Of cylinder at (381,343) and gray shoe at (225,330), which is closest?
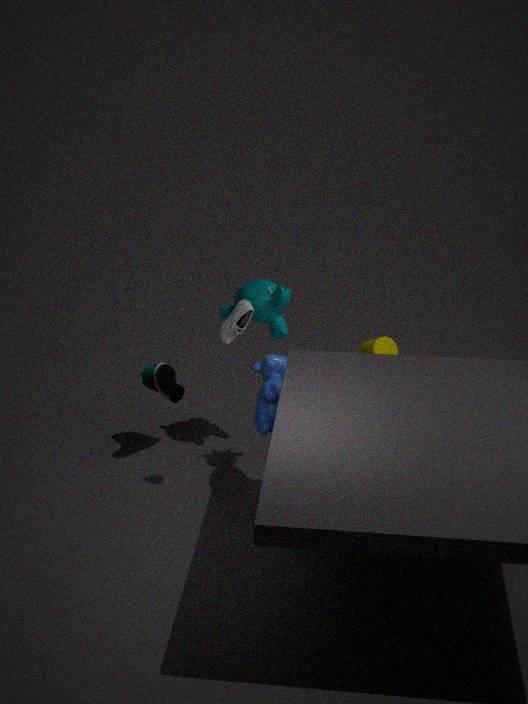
gray shoe at (225,330)
